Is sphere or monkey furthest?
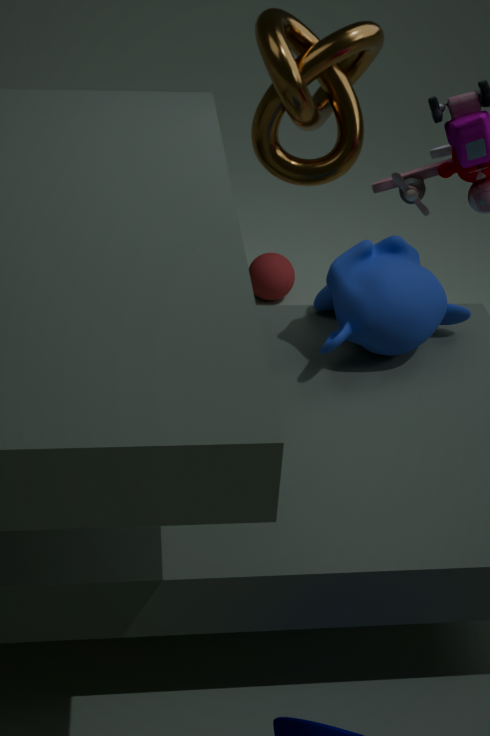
sphere
